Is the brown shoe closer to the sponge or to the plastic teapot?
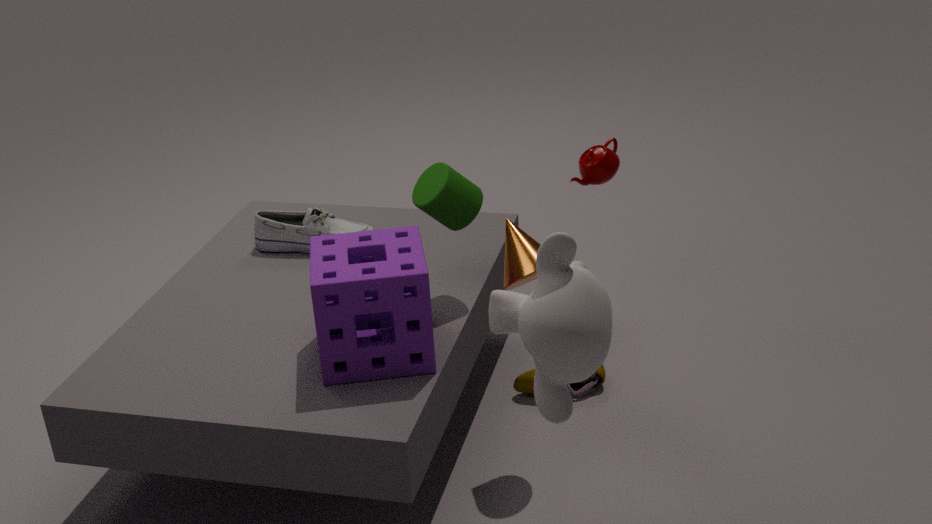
the sponge
